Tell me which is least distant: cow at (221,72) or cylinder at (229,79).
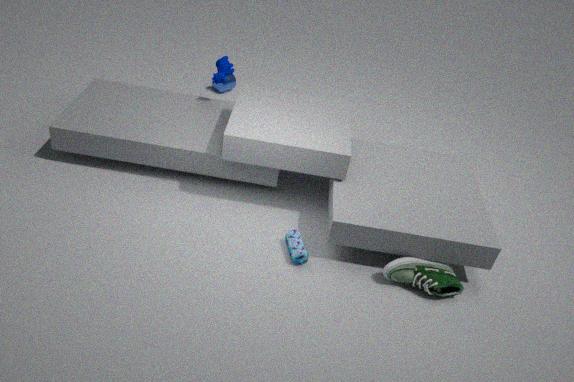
cow at (221,72)
